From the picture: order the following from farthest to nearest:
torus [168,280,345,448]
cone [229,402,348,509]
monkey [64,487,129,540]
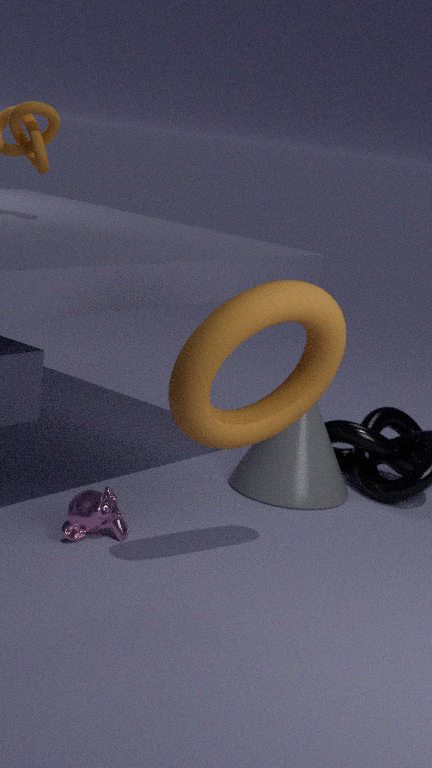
cone [229,402,348,509] < monkey [64,487,129,540] < torus [168,280,345,448]
